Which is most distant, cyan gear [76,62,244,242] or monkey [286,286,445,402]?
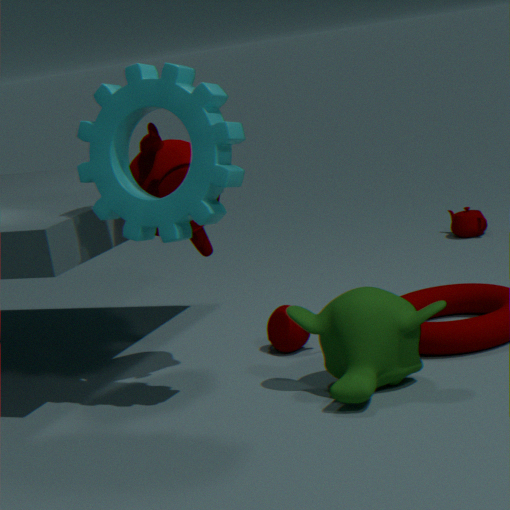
monkey [286,286,445,402]
